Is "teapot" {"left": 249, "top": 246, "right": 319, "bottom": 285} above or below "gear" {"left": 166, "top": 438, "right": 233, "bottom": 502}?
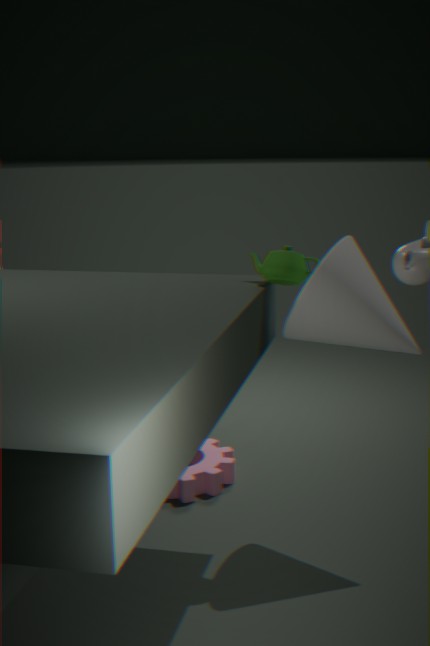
above
